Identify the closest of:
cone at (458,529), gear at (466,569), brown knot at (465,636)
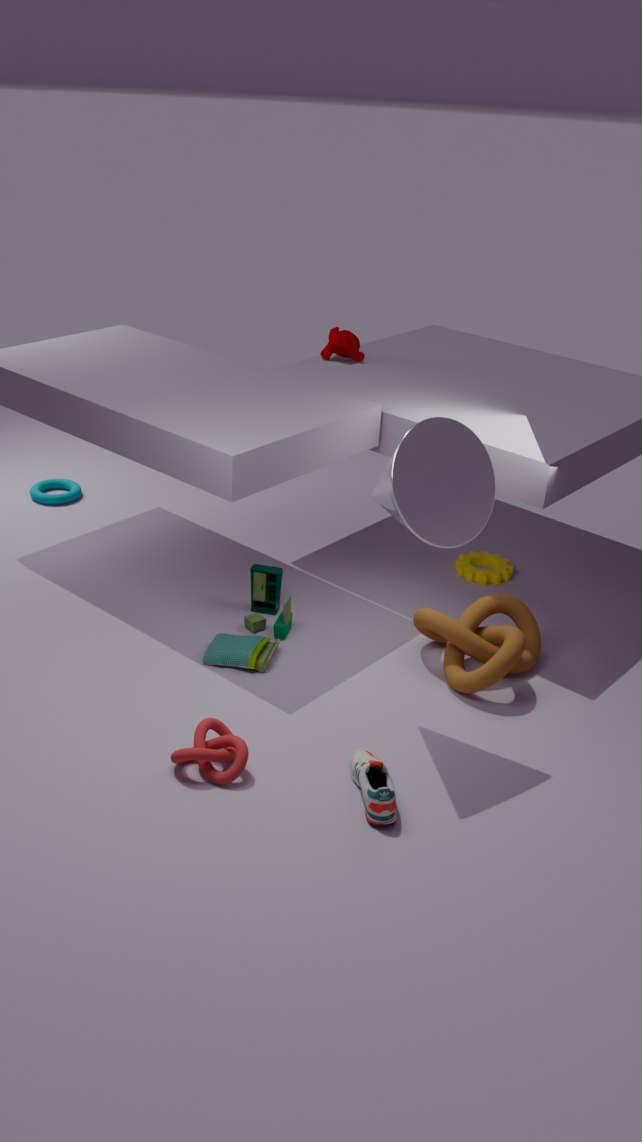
cone at (458,529)
